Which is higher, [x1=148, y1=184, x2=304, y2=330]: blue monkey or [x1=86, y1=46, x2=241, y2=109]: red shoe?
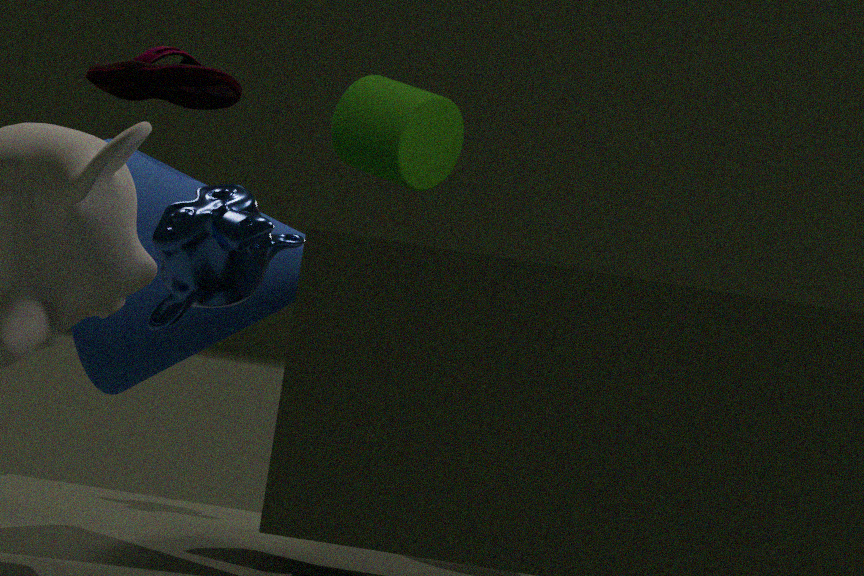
[x1=86, y1=46, x2=241, y2=109]: red shoe
